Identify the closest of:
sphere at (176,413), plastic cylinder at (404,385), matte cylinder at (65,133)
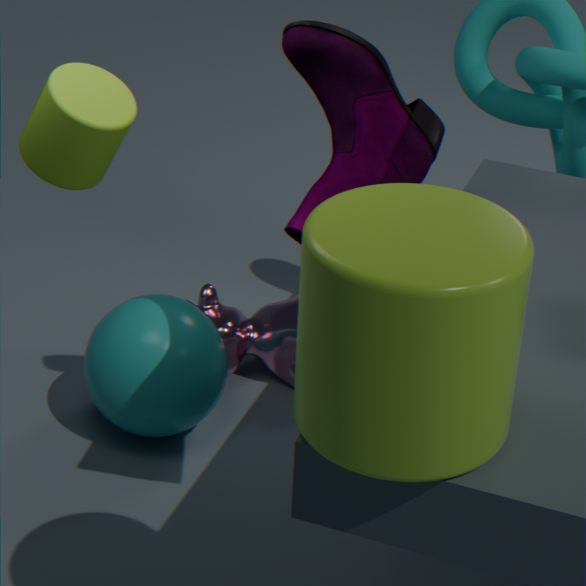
plastic cylinder at (404,385)
